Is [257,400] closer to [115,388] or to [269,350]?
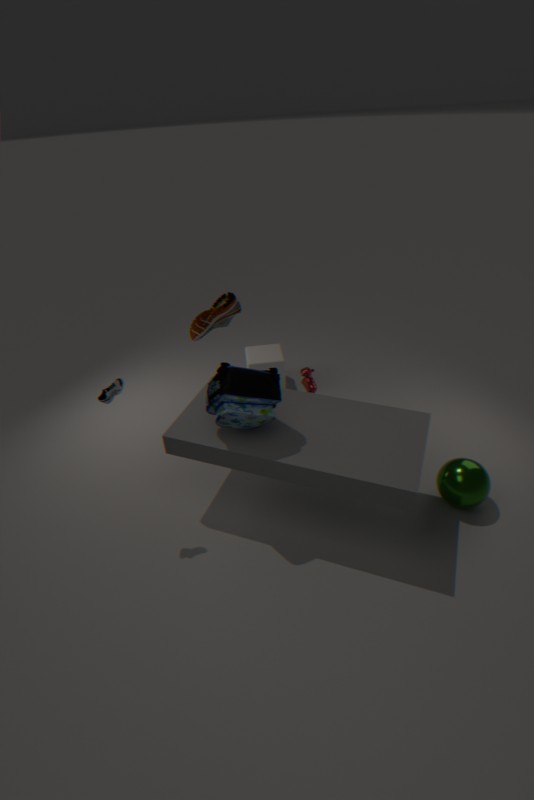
[115,388]
